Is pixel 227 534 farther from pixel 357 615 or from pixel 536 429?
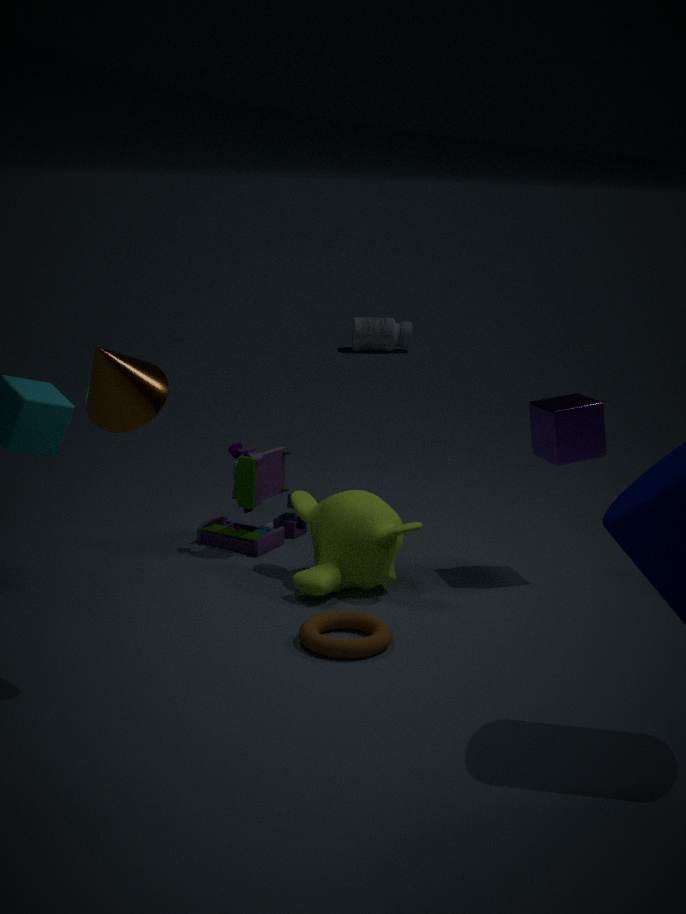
pixel 536 429
